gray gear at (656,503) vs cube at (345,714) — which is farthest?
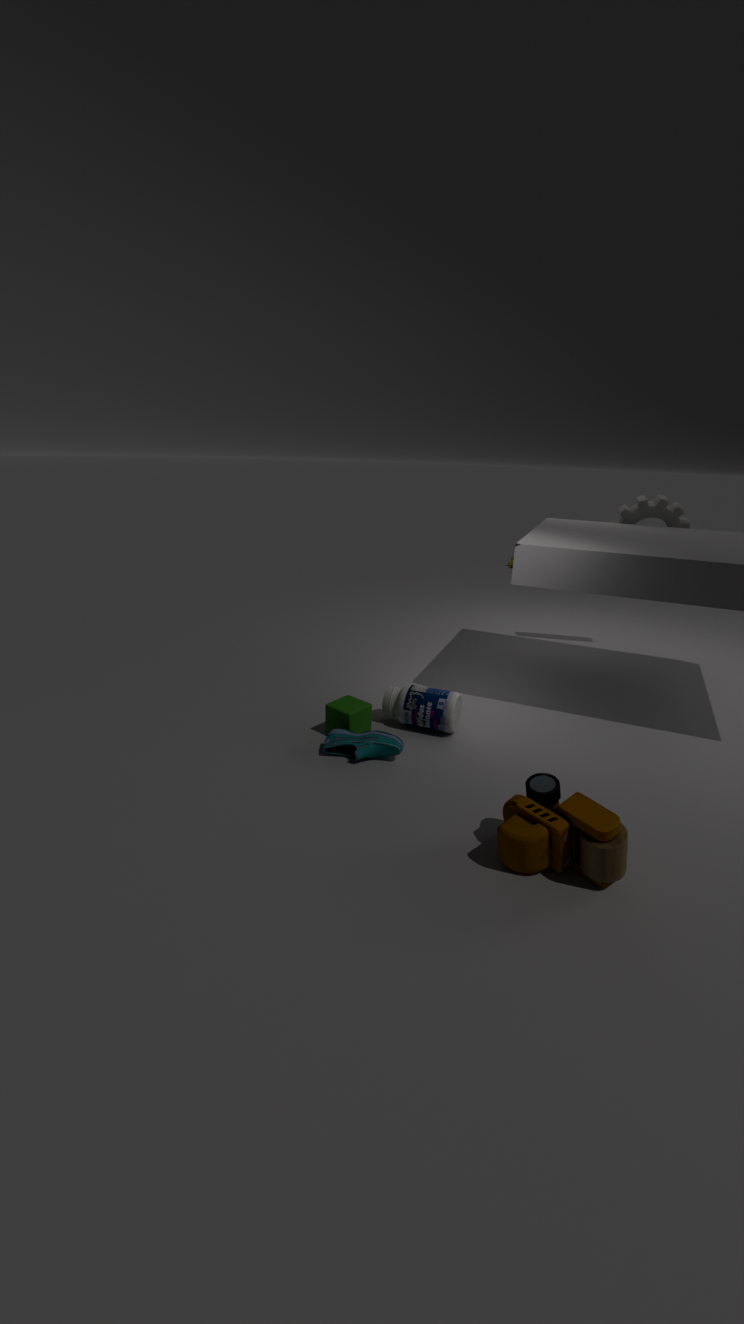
gray gear at (656,503)
